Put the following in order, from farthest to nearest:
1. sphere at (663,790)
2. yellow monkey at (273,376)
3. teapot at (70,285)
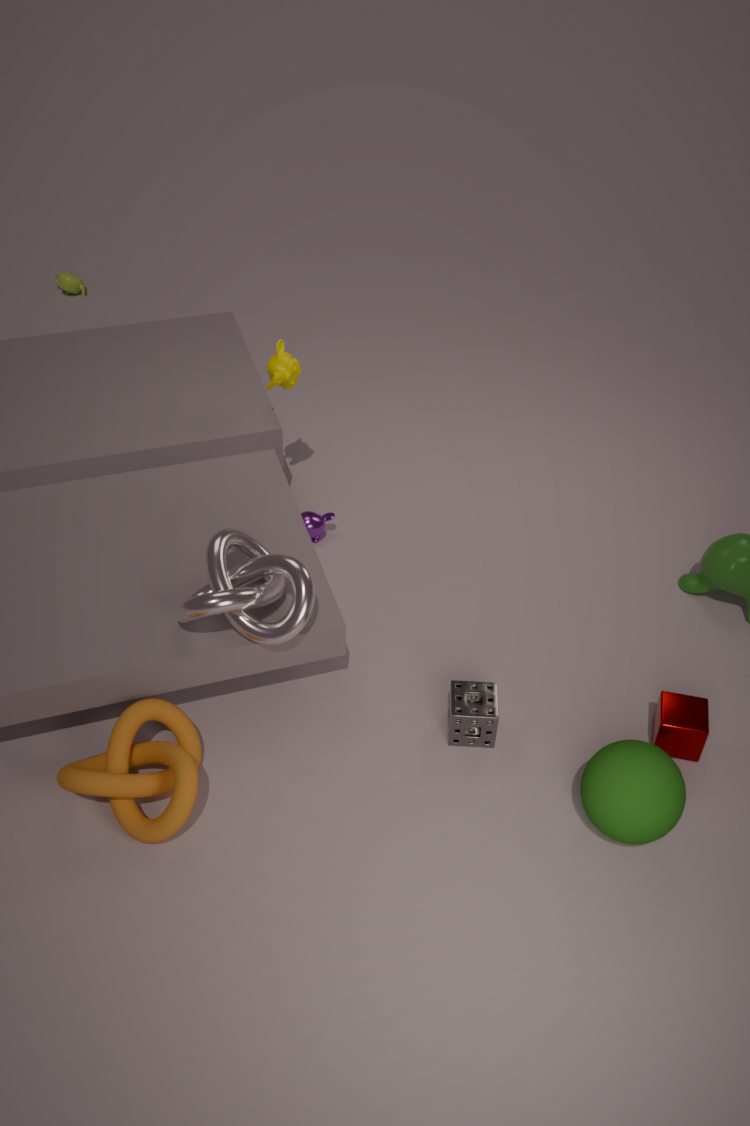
teapot at (70,285)
yellow monkey at (273,376)
sphere at (663,790)
